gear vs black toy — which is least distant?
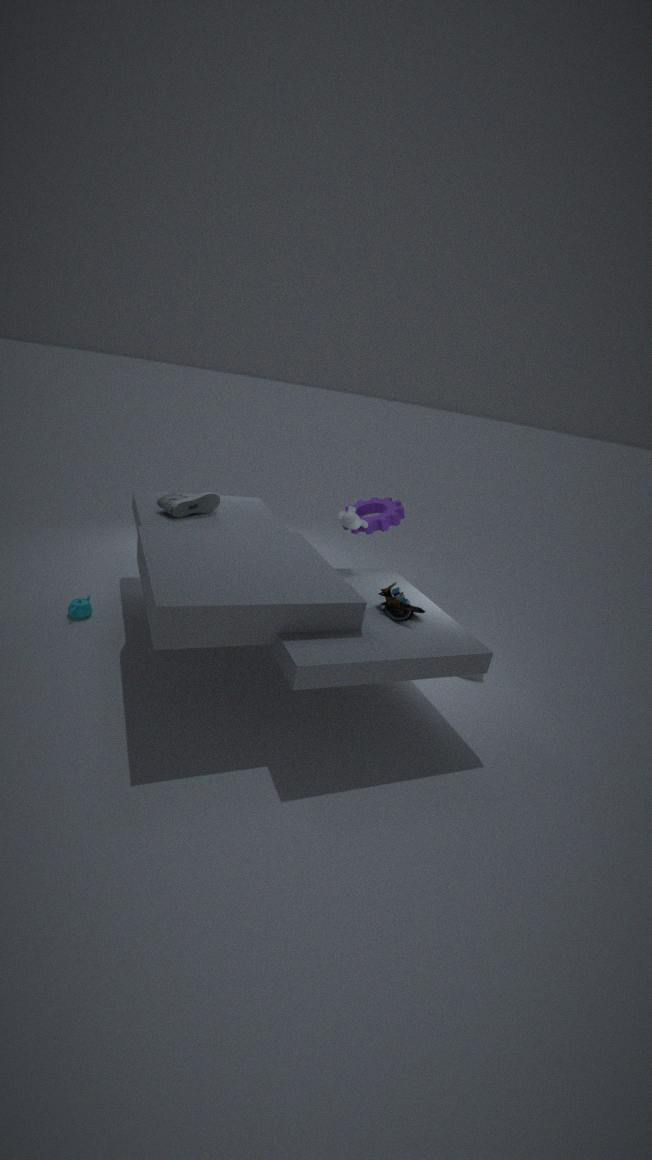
black toy
